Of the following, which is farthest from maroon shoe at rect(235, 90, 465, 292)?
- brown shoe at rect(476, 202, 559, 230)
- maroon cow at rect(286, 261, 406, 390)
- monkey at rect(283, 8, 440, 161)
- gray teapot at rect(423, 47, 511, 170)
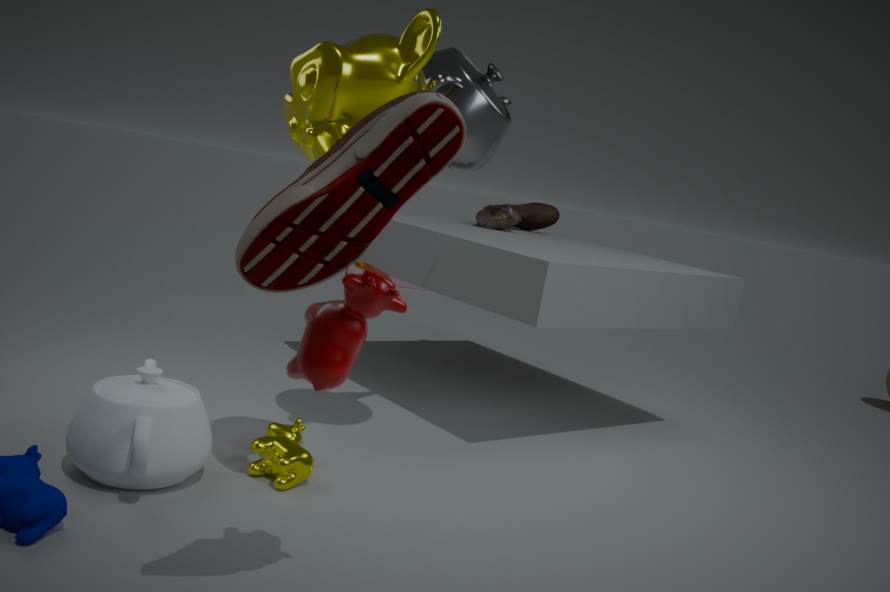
brown shoe at rect(476, 202, 559, 230)
